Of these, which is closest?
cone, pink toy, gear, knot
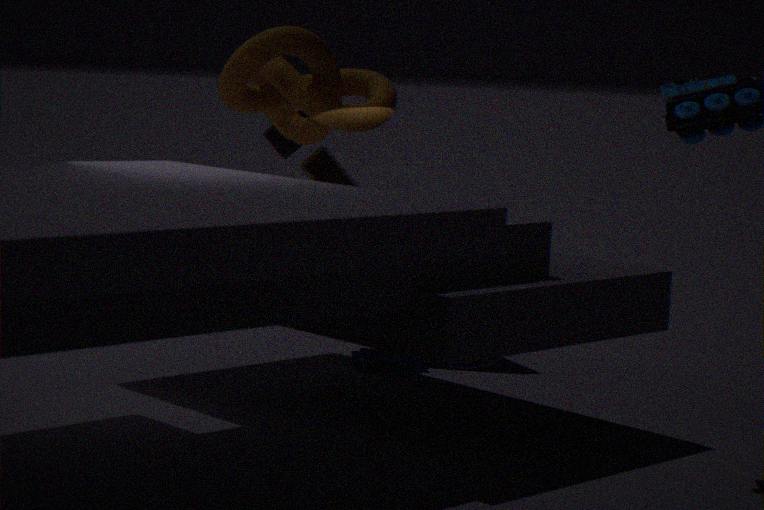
knot
